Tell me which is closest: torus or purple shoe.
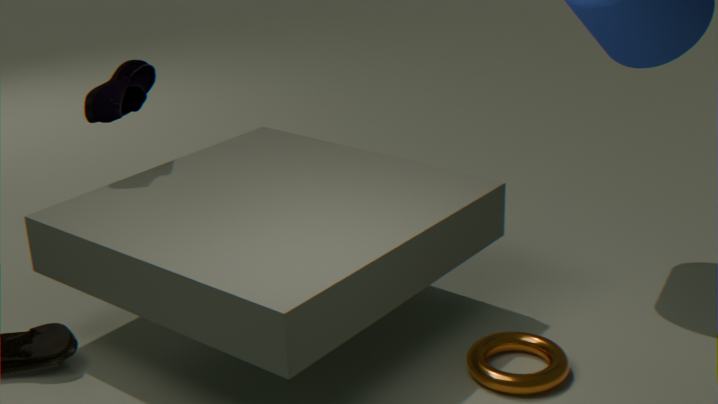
torus
